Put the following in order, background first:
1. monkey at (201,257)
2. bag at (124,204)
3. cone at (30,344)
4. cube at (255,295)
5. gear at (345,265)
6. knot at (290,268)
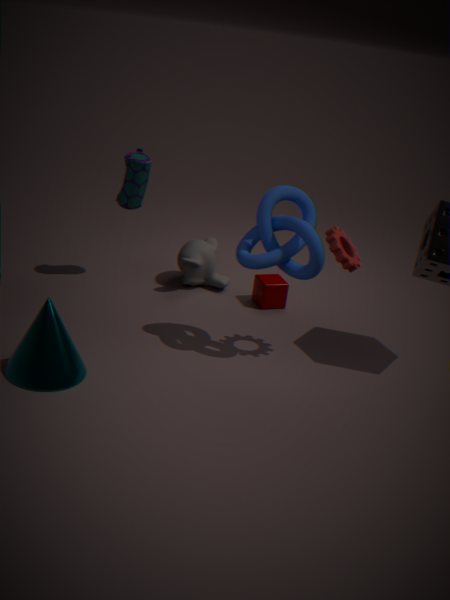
monkey at (201,257) → cube at (255,295) → bag at (124,204) → gear at (345,265) → knot at (290,268) → cone at (30,344)
